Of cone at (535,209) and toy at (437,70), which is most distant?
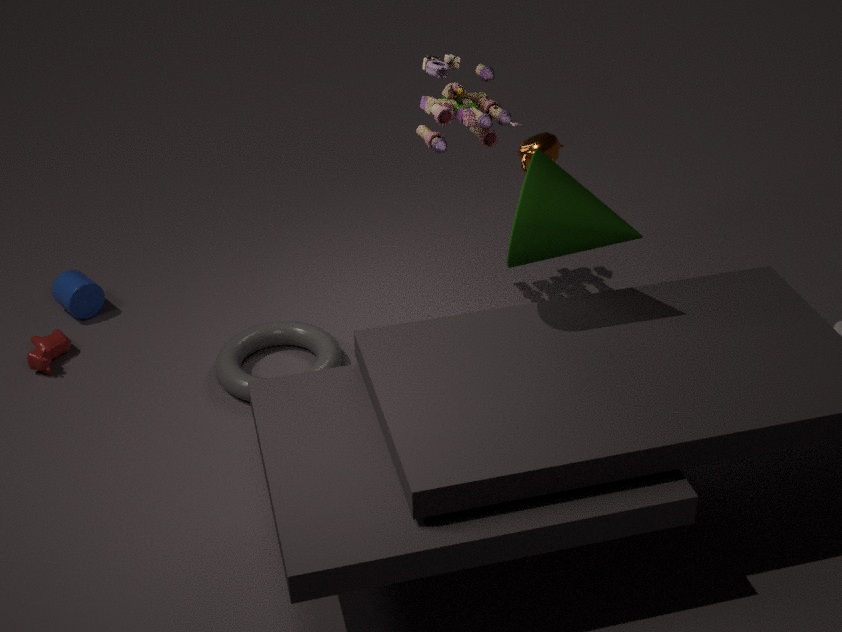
toy at (437,70)
